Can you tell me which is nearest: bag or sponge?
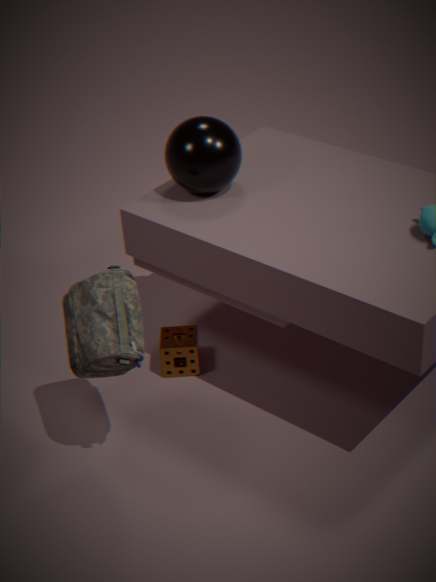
bag
